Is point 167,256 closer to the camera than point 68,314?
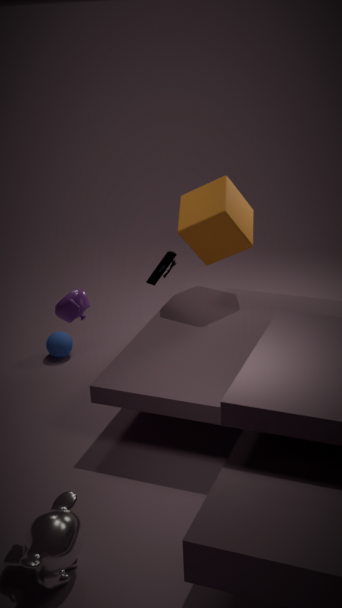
No
